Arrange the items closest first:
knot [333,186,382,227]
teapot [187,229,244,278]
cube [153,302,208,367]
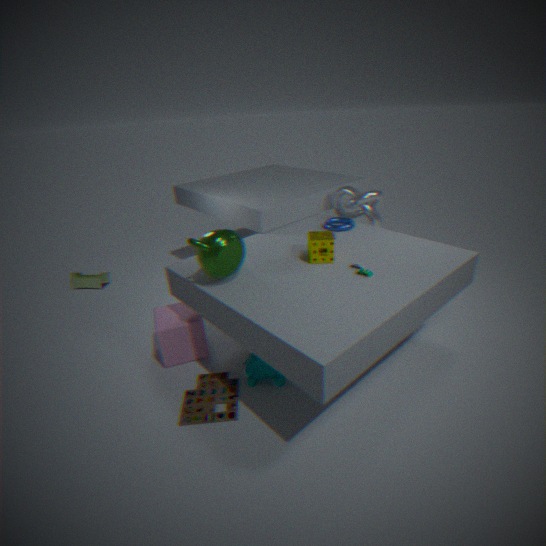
teapot [187,229,244,278] < cube [153,302,208,367] < knot [333,186,382,227]
